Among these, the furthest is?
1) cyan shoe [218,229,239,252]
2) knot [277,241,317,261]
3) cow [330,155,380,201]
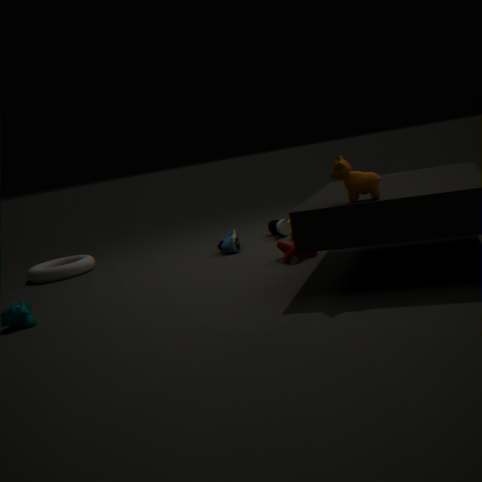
1. cyan shoe [218,229,239,252]
